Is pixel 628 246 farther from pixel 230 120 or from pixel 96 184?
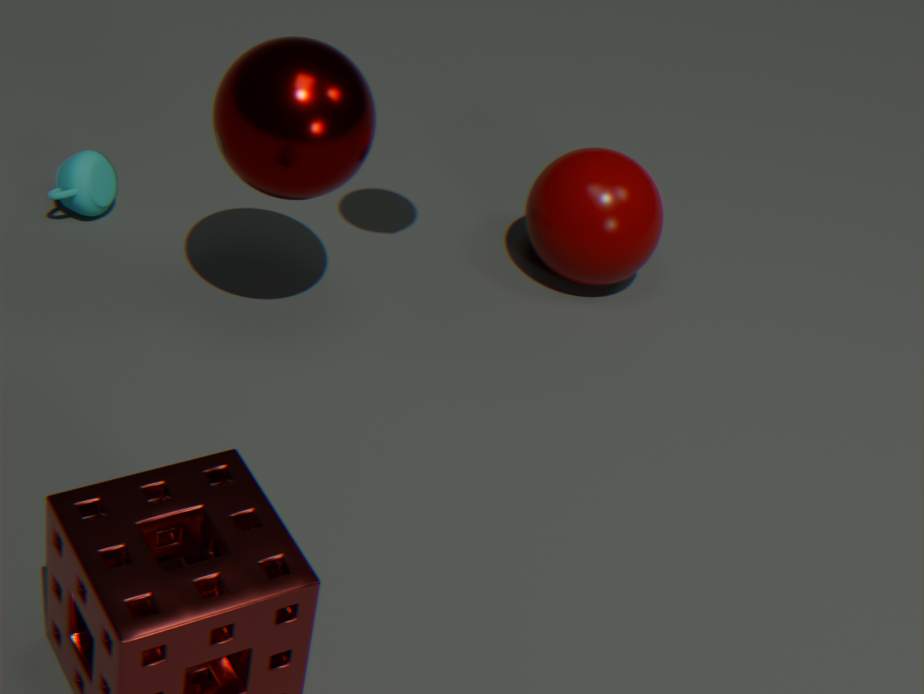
pixel 96 184
